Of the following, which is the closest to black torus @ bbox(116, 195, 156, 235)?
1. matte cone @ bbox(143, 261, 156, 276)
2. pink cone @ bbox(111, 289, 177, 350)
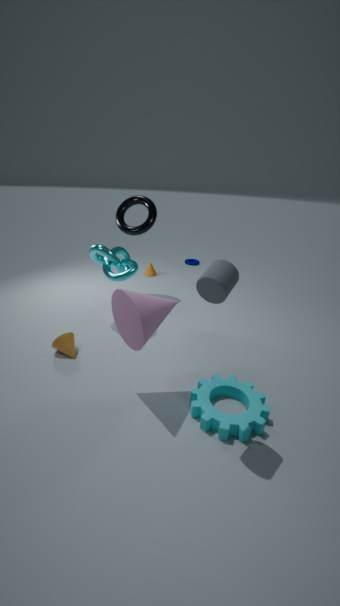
matte cone @ bbox(143, 261, 156, 276)
